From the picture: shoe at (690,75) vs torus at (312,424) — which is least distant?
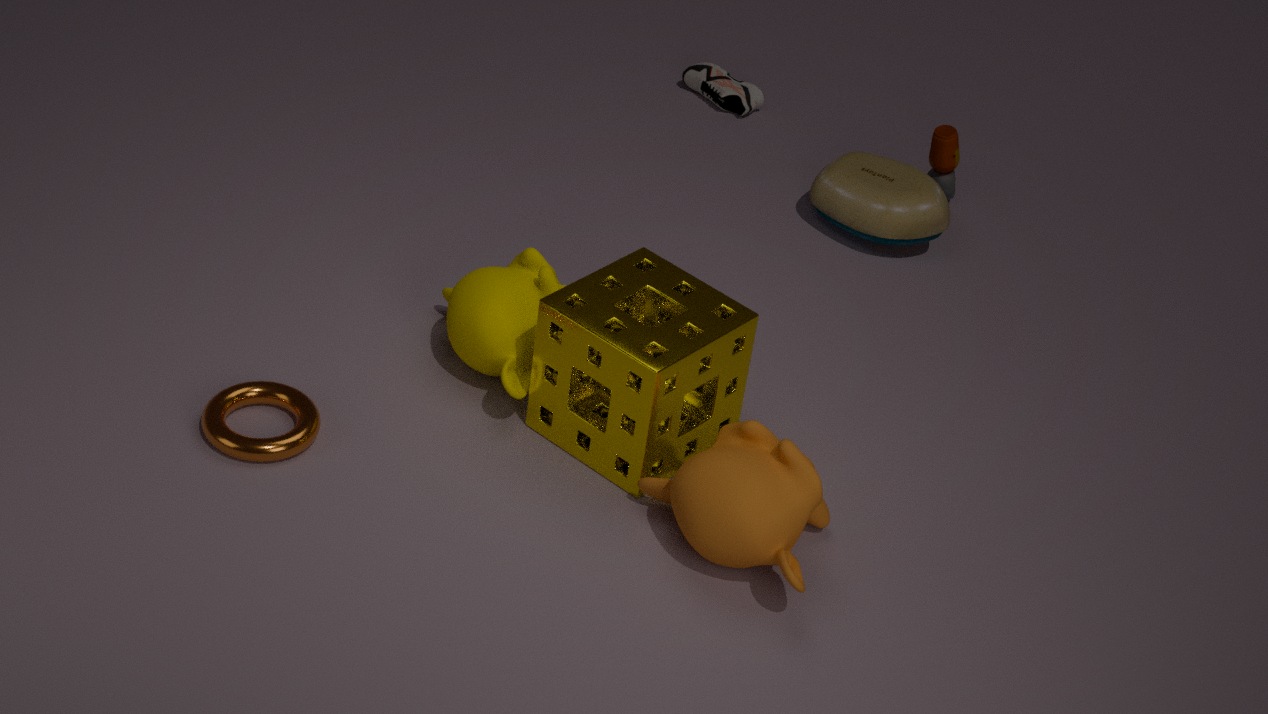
torus at (312,424)
